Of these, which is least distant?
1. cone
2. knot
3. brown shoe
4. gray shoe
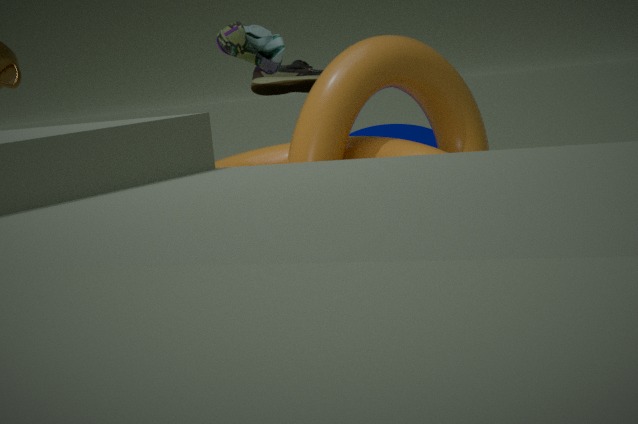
knot
